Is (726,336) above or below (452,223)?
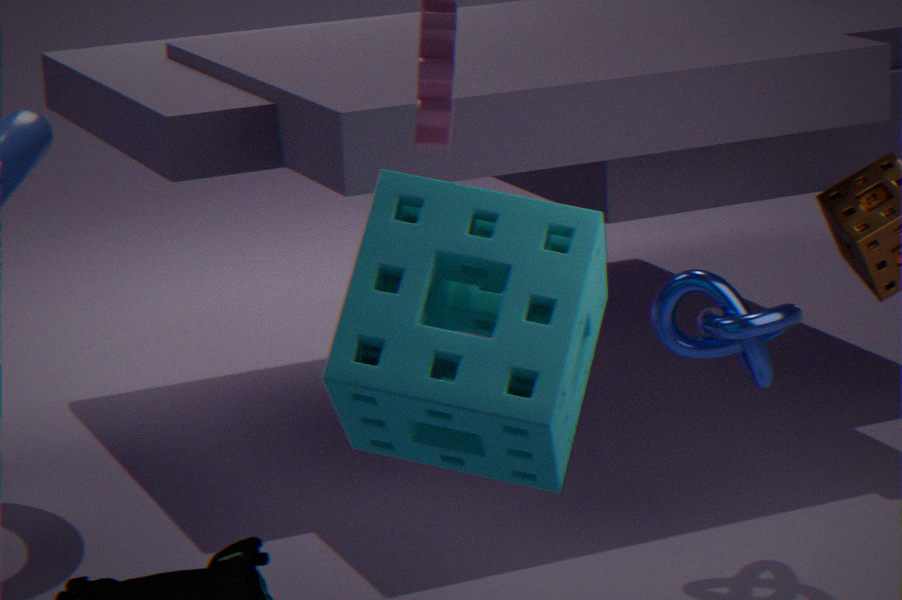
below
